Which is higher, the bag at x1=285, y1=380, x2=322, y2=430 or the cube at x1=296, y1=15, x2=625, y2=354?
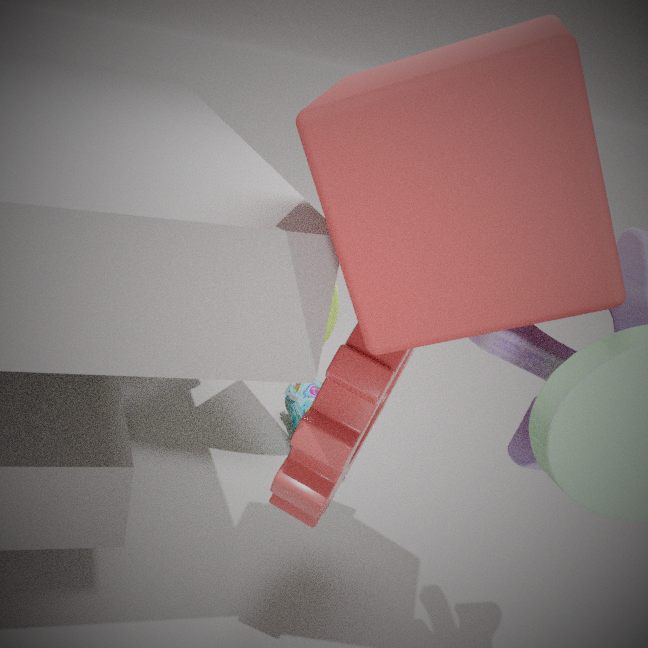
the cube at x1=296, y1=15, x2=625, y2=354
